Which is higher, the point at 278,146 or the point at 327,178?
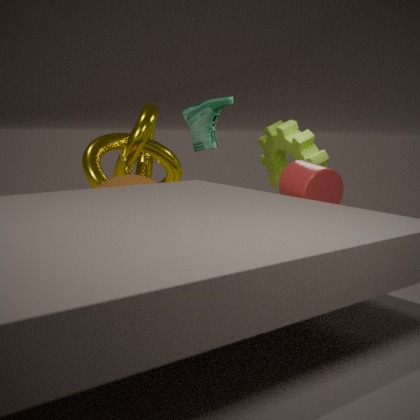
the point at 327,178
